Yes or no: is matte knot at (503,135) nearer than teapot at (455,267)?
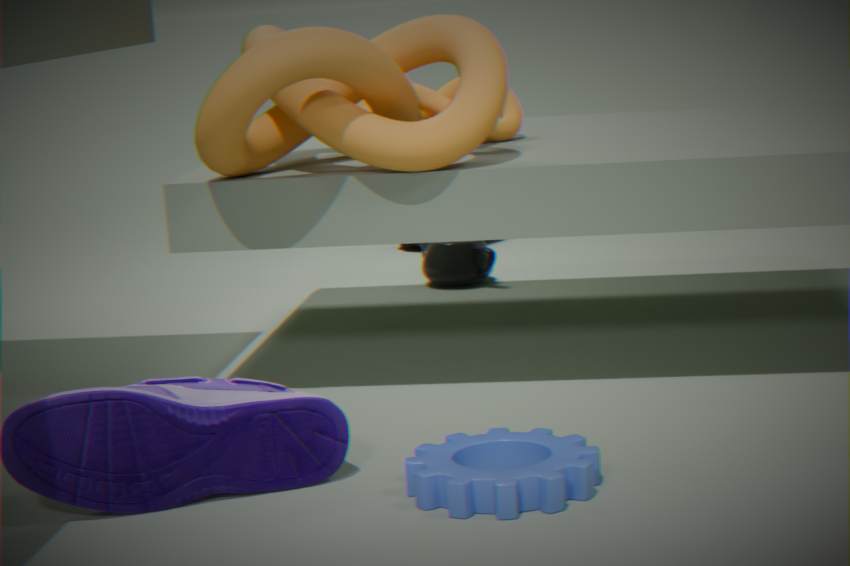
Yes
